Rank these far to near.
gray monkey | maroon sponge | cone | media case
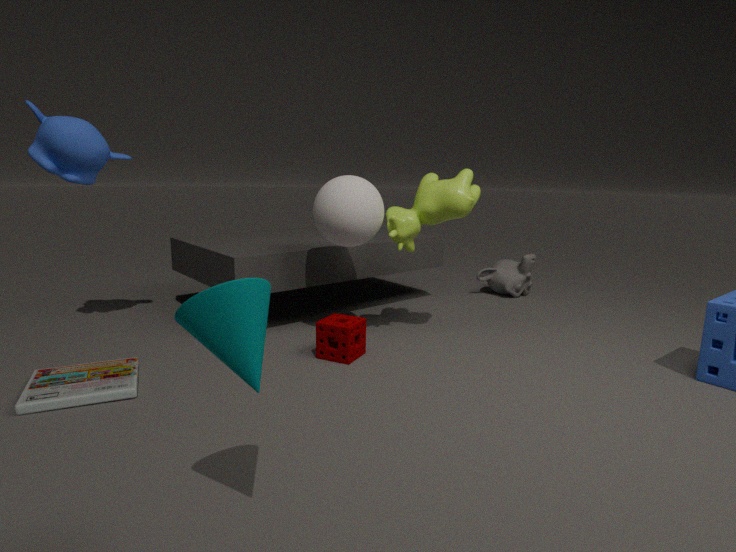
1. gray monkey
2. maroon sponge
3. media case
4. cone
